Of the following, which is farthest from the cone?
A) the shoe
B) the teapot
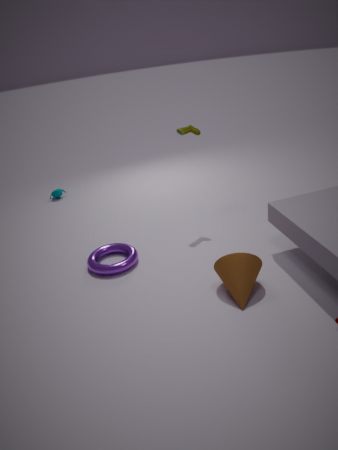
the teapot
